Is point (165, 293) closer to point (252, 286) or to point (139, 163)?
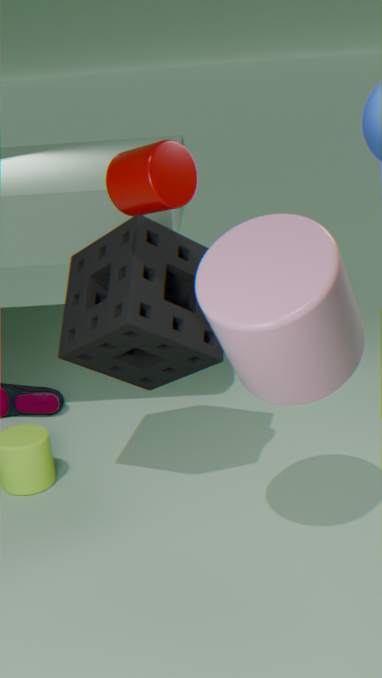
point (139, 163)
